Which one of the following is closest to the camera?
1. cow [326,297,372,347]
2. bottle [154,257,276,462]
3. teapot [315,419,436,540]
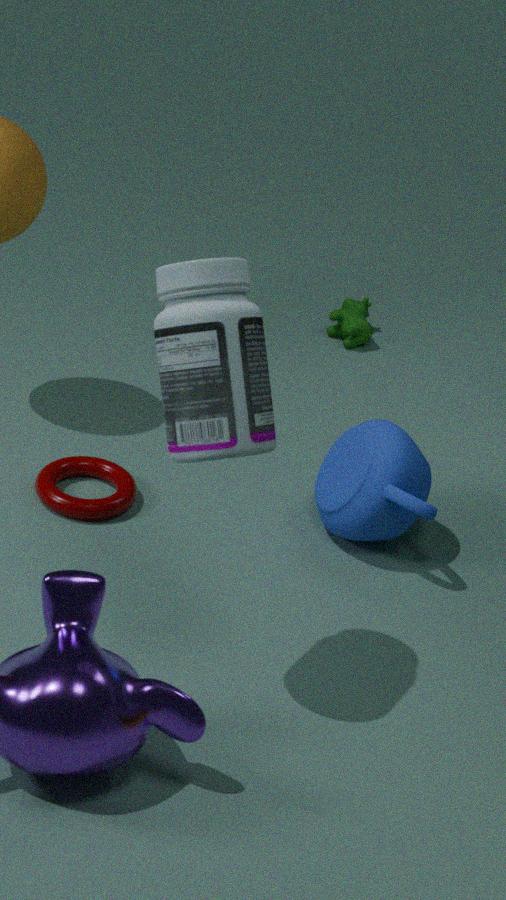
bottle [154,257,276,462]
